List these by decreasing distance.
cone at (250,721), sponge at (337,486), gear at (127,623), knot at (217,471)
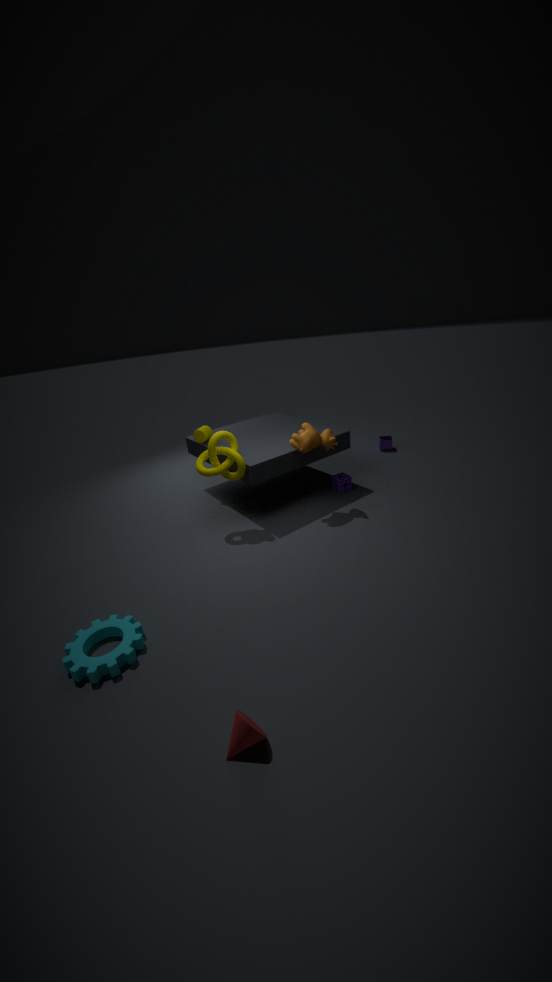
sponge at (337,486)
knot at (217,471)
gear at (127,623)
cone at (250,721)
